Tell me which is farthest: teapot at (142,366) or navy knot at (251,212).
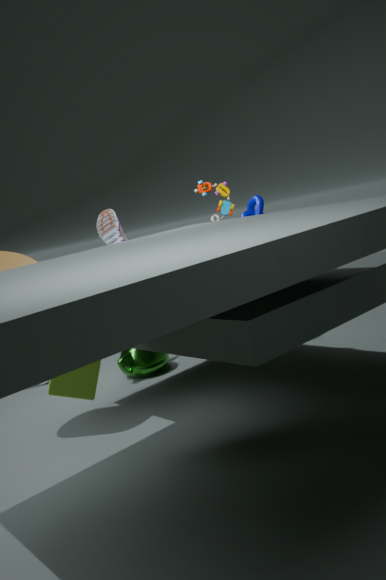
teapot at (142,366)
